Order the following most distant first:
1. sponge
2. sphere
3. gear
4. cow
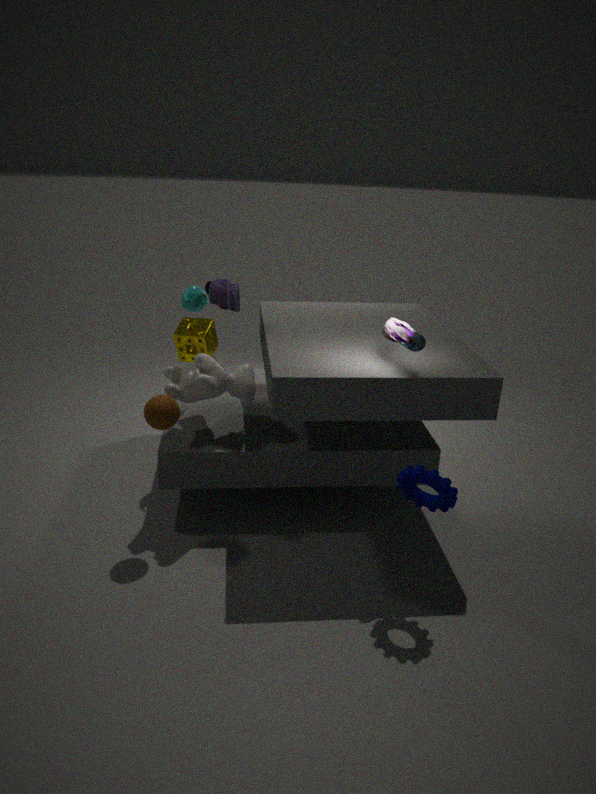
1. sponge
2. cow
3. sphere
4. gear
